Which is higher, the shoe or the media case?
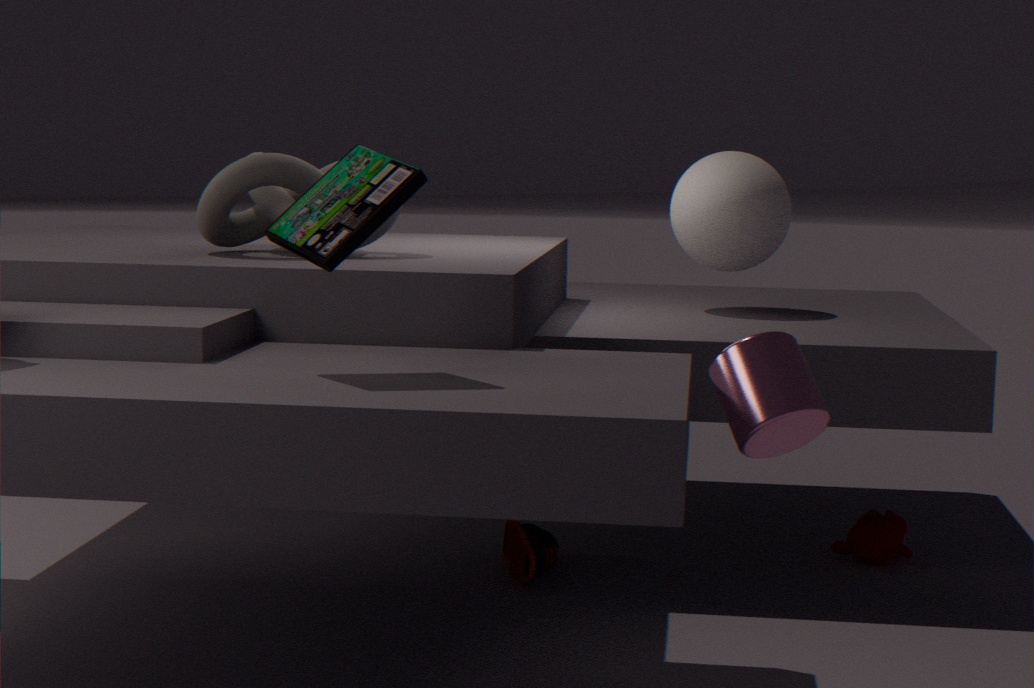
the media case
